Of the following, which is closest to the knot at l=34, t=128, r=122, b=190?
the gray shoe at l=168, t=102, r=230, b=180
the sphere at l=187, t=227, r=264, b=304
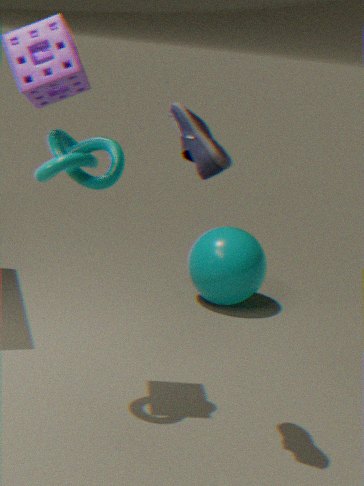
the gray shoe at l=168, t=102, r=230, b=180
